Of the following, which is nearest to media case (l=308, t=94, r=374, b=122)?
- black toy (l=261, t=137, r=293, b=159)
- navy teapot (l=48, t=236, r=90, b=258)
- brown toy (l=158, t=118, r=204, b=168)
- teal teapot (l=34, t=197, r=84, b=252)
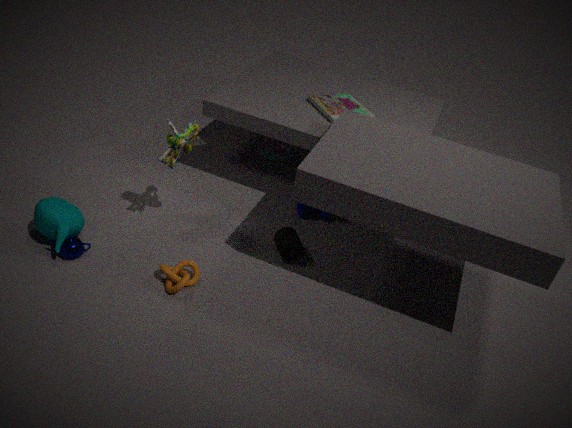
A: black toy (l=261, t=137, r=293, b=159)
